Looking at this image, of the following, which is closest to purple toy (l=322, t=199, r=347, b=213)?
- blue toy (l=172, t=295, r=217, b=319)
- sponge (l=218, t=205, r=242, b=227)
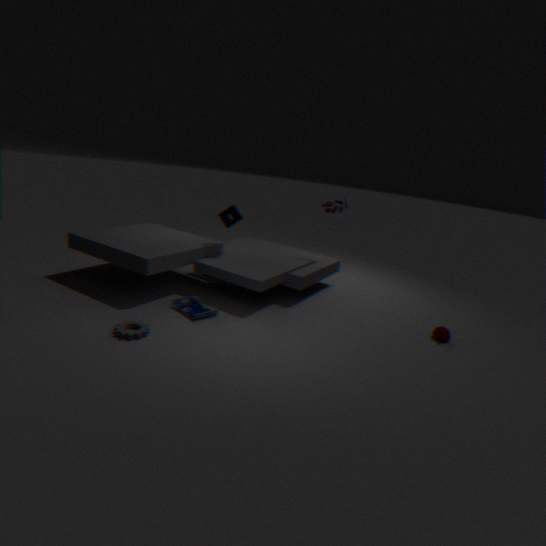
sponge (l=218, t=205, r=242, b=227)
